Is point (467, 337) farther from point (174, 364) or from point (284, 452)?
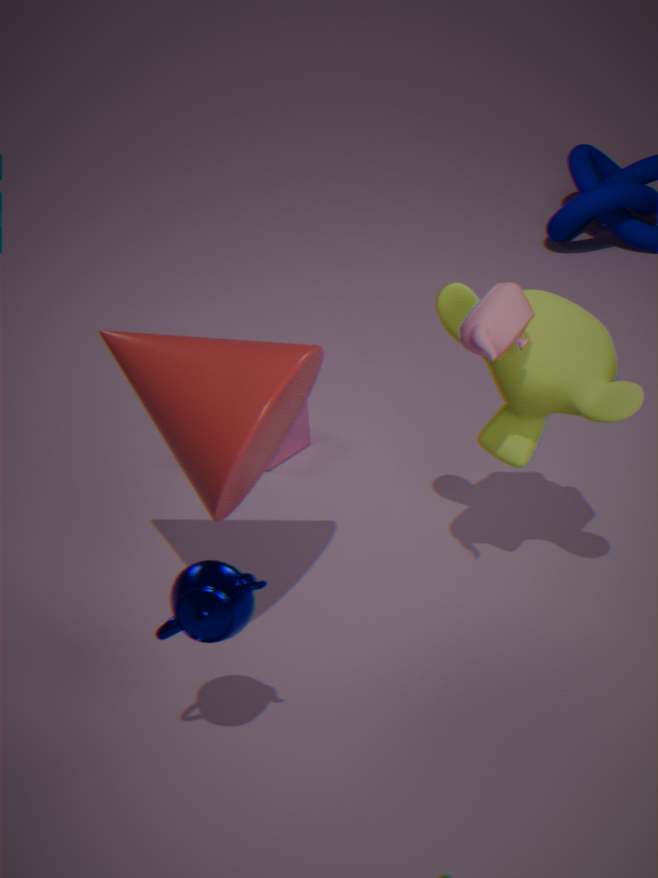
point (284, 452)
